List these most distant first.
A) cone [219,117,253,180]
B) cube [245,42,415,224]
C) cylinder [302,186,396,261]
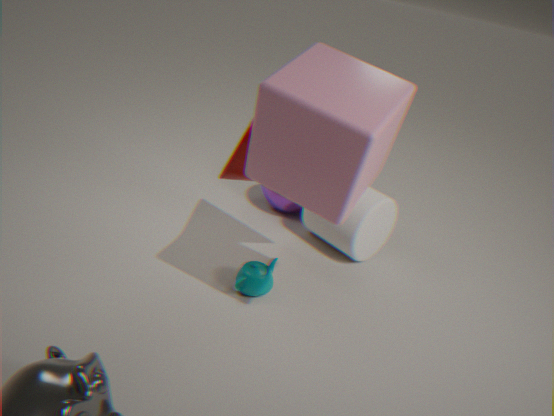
cylinder [302,186,396,261], cone [219,117,253,180], cube [245,42,415,224]
